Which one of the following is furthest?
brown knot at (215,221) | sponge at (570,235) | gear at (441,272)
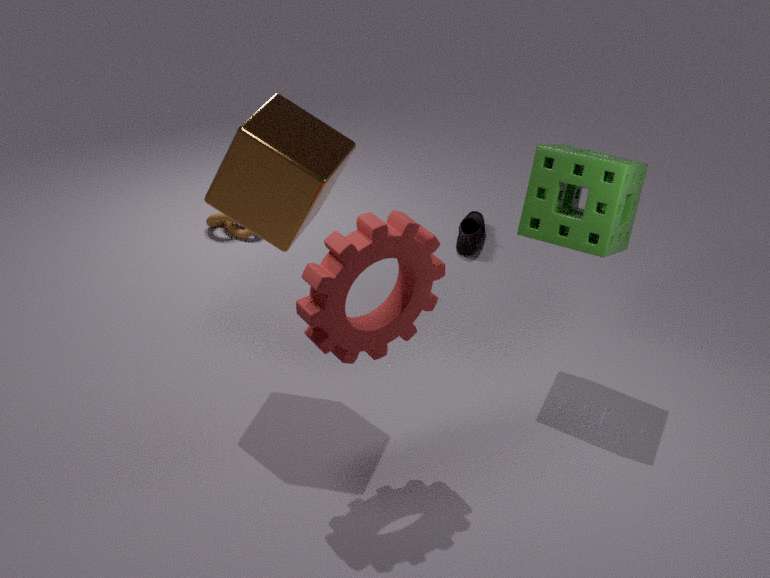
brown knot at (215,221)
